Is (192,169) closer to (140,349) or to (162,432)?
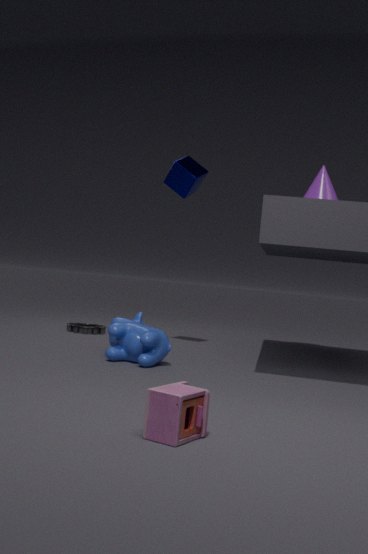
(140,349)
